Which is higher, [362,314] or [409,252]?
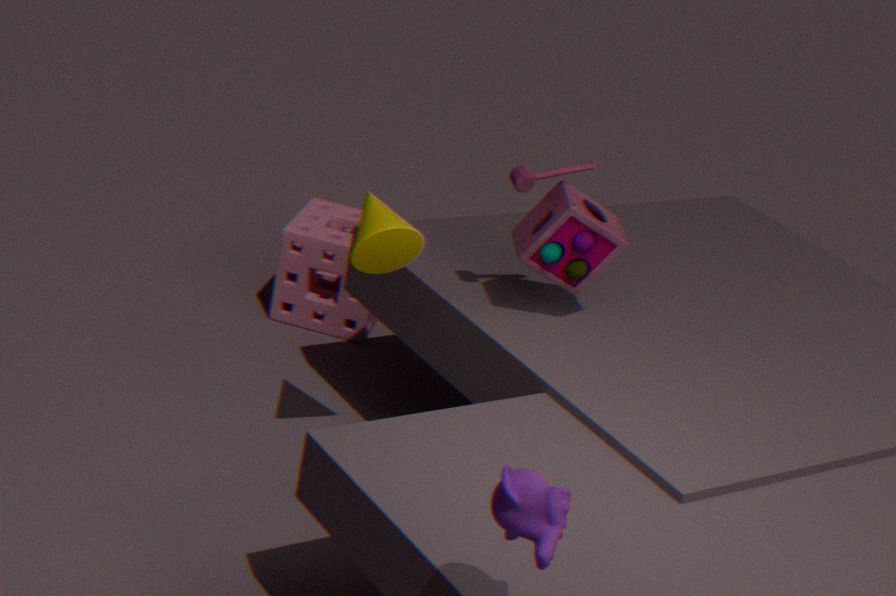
[409,252]
